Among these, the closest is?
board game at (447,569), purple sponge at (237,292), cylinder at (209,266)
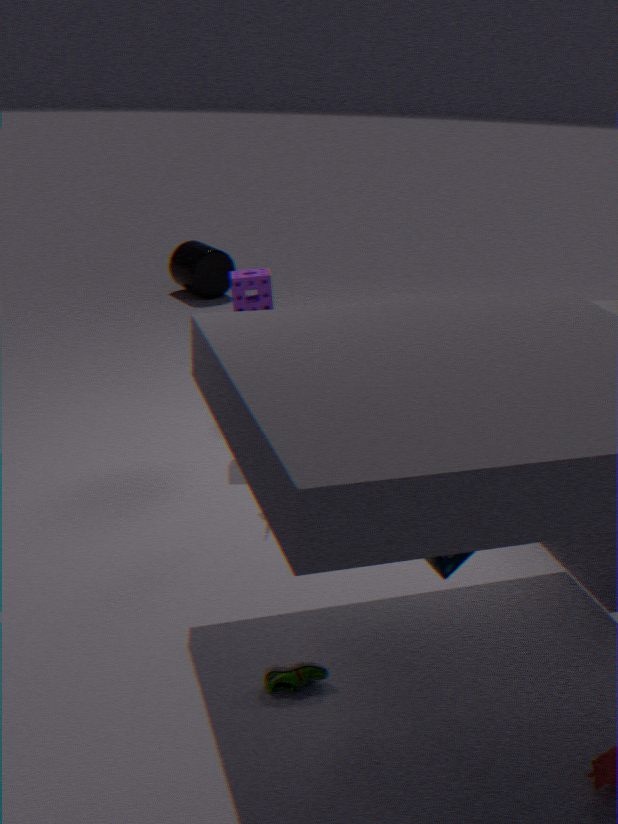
board game at (447,569)
